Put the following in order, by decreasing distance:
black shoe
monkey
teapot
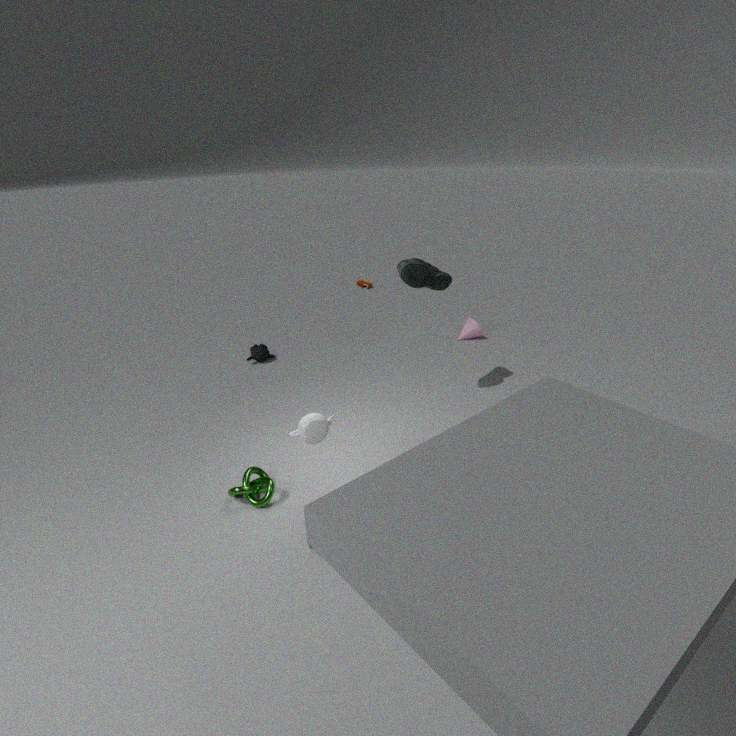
monkey
black shoe
teapot
